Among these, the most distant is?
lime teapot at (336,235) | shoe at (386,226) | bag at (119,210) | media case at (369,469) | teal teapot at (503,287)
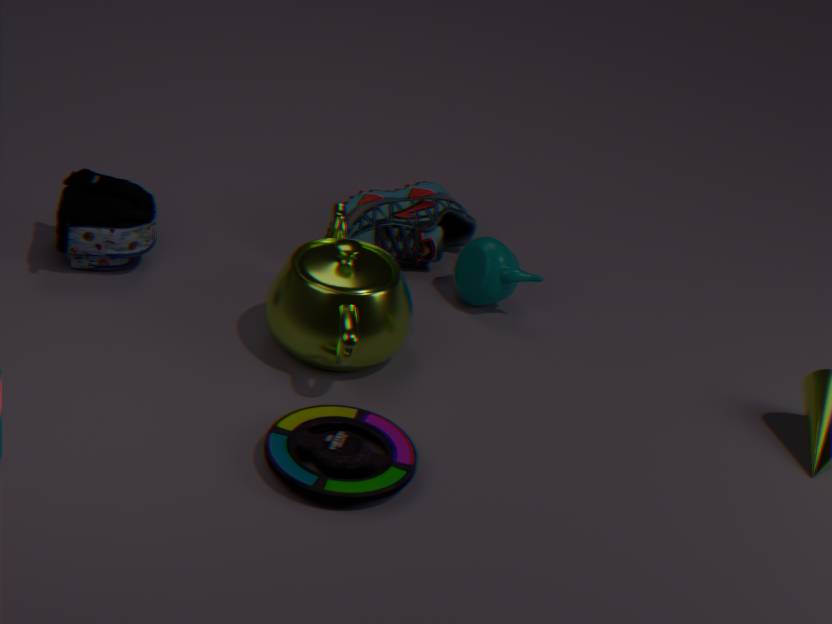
shoe at (386,226)
